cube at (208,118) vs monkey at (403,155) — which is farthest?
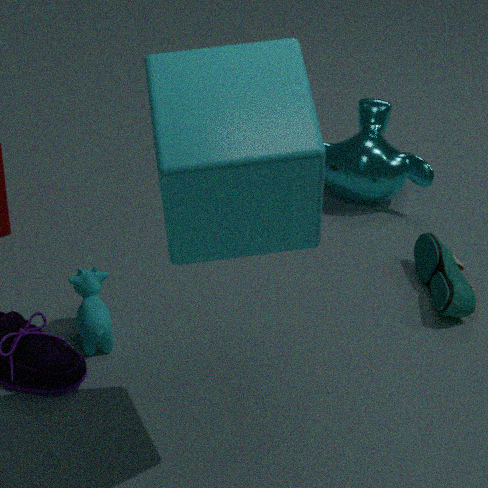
monkey at (403,155)
